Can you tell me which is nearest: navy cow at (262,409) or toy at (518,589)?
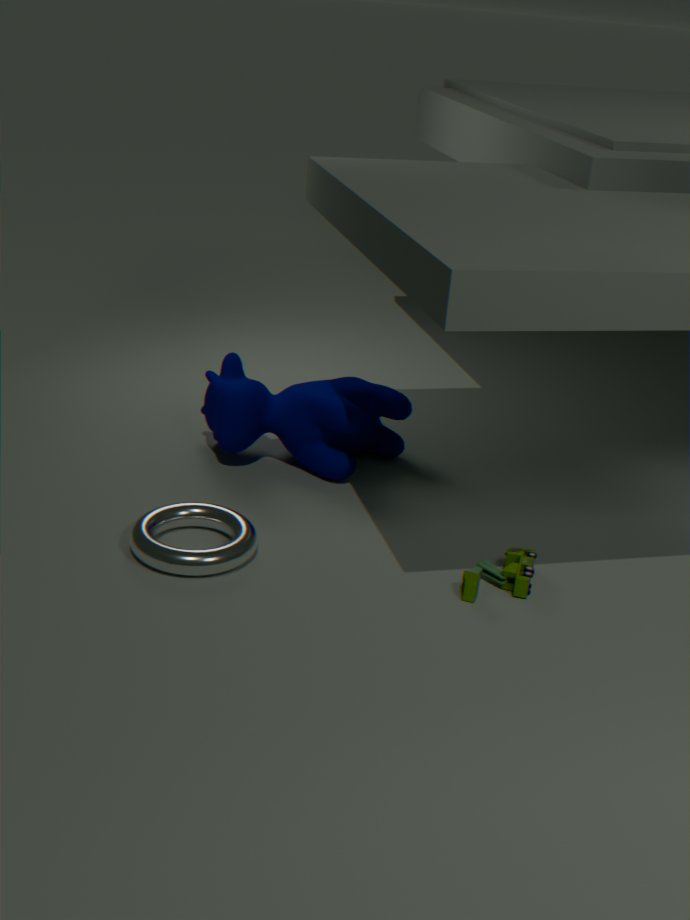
toy at (518,589)
